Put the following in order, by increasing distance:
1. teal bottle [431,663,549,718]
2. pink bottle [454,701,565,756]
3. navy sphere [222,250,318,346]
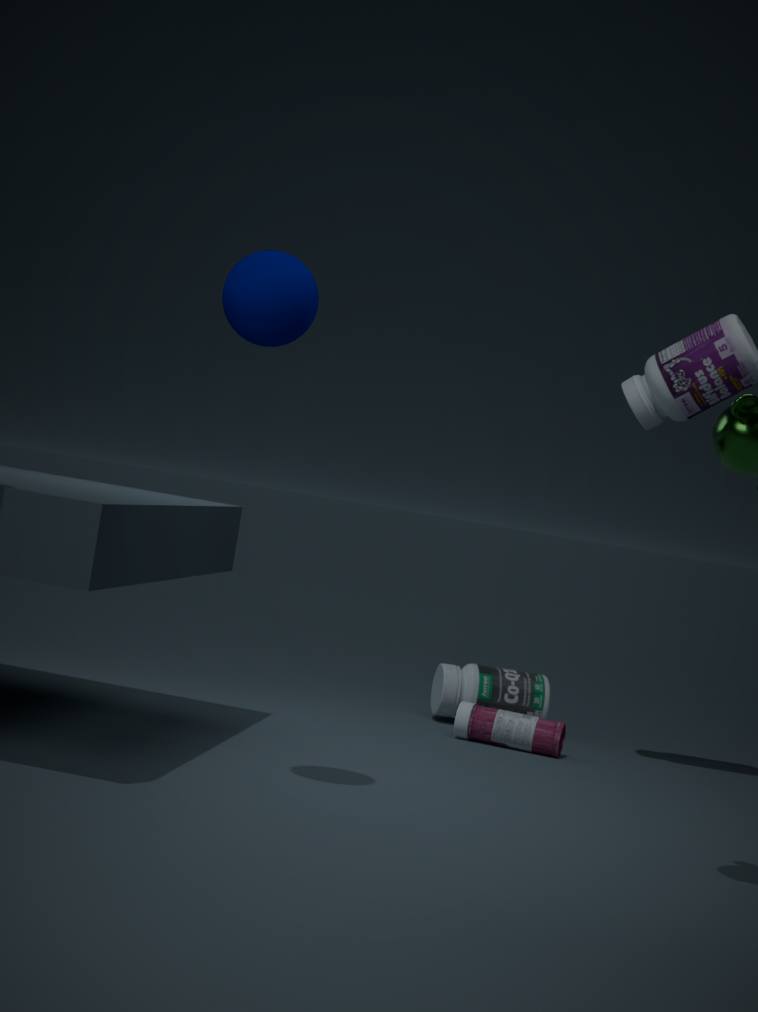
navy sphere [222,250,318,346] → pink bottle [454,701,565,756] → teal bottle [431,663,549,718]
